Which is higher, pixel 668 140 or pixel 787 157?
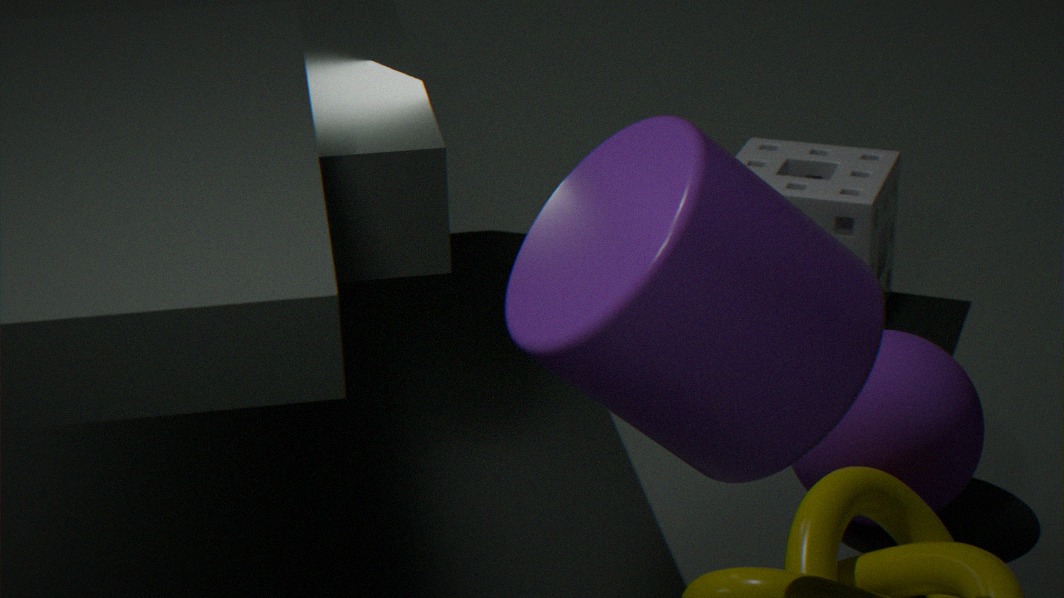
pixel 668 140
